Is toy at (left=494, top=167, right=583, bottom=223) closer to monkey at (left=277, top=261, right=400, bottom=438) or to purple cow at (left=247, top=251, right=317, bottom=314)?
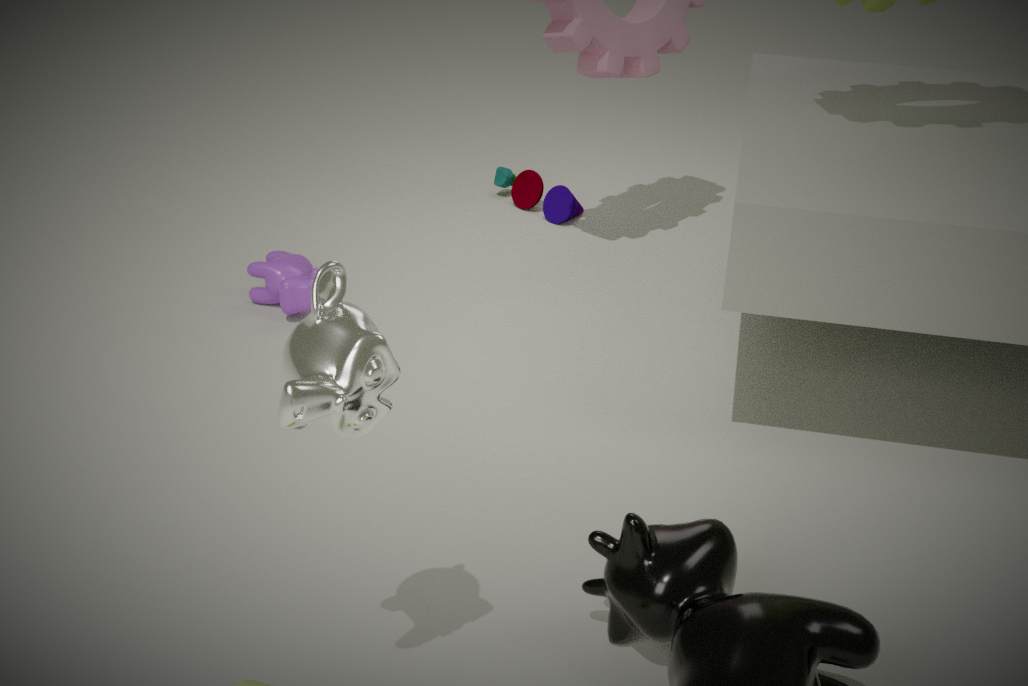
purple cow at (left=247, top=251, right=317, bottom=314)
